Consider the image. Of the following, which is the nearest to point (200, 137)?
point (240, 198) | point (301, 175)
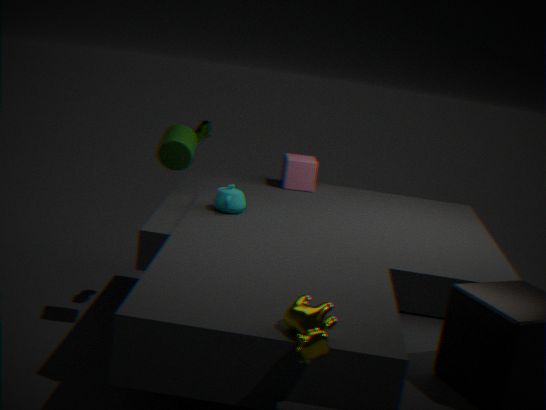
→ point (240, 198)
